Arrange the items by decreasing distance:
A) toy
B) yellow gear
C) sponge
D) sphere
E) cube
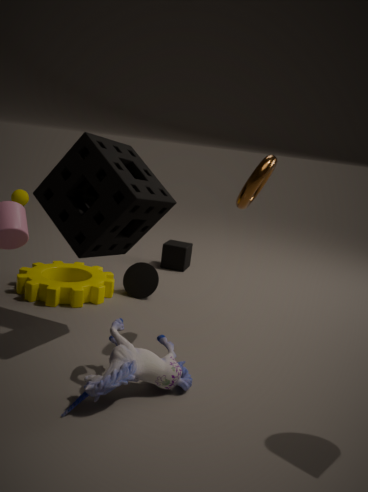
sphere
cube
yellow gear
sponge
toy
